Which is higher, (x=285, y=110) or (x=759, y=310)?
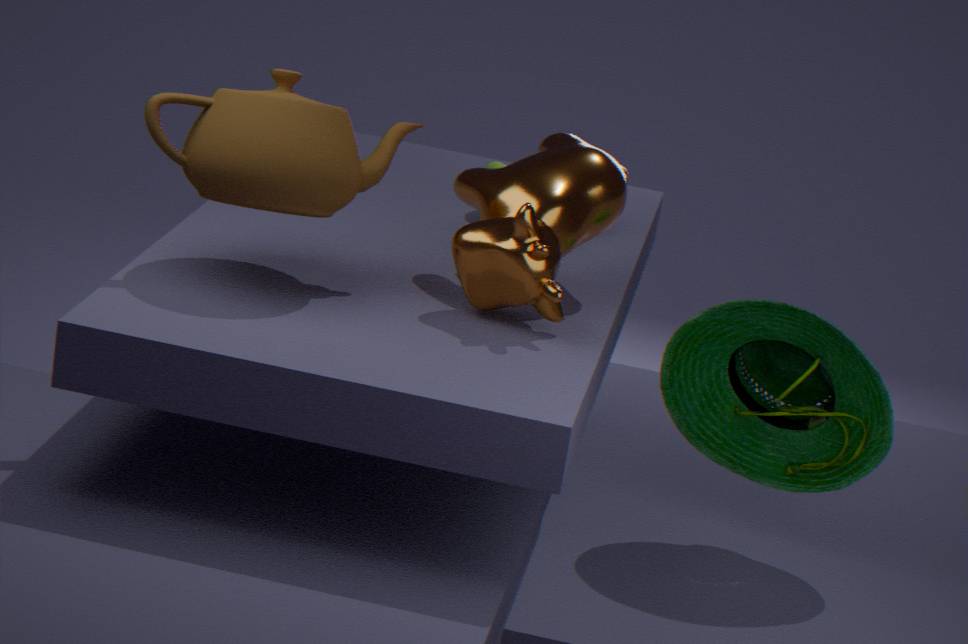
(x=285, y=110)
